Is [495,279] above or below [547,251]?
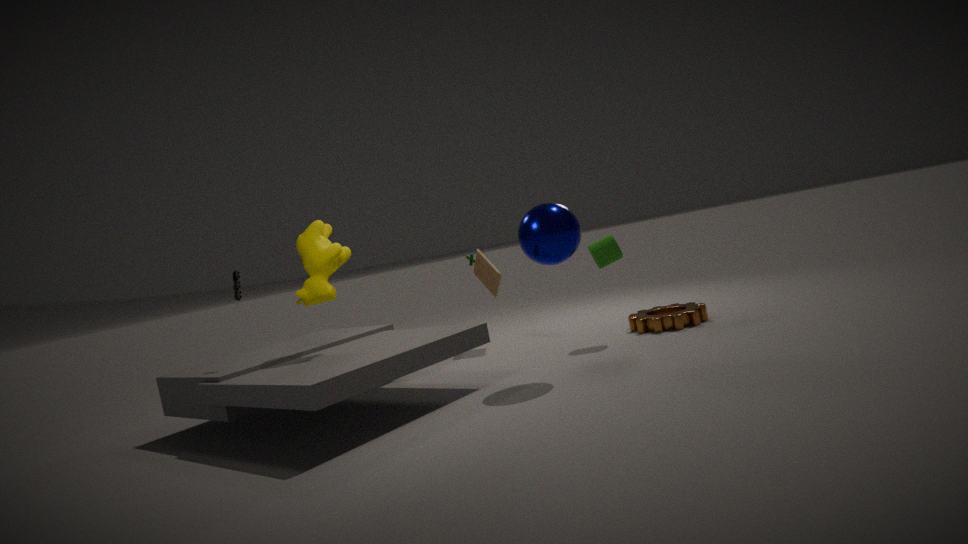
below
